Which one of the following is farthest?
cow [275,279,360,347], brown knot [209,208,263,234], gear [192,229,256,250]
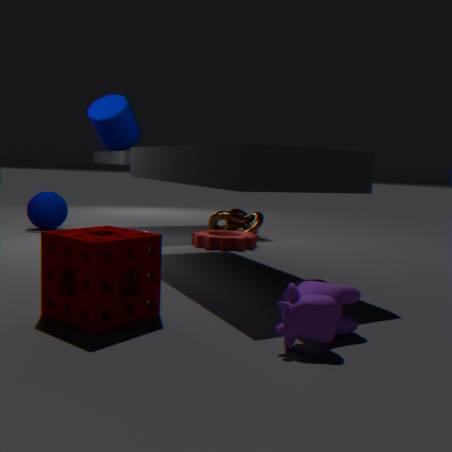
brown knot [209,208,263,234]
